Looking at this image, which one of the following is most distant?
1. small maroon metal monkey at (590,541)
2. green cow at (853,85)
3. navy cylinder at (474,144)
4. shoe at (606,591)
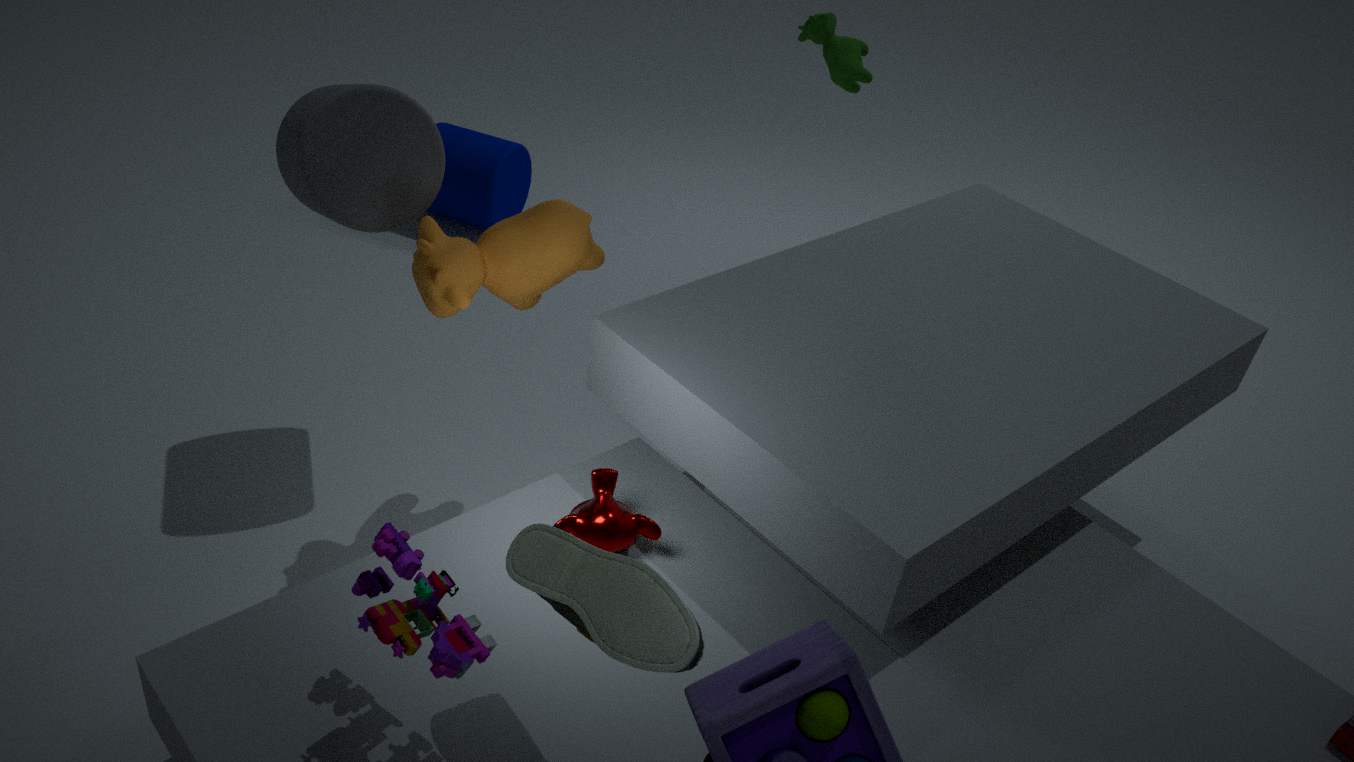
navy cylinder at (474,144)
